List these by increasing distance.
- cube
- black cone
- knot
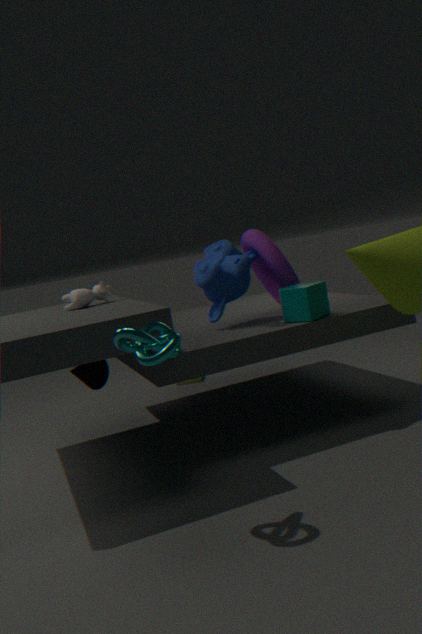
knot < cube < black cone
